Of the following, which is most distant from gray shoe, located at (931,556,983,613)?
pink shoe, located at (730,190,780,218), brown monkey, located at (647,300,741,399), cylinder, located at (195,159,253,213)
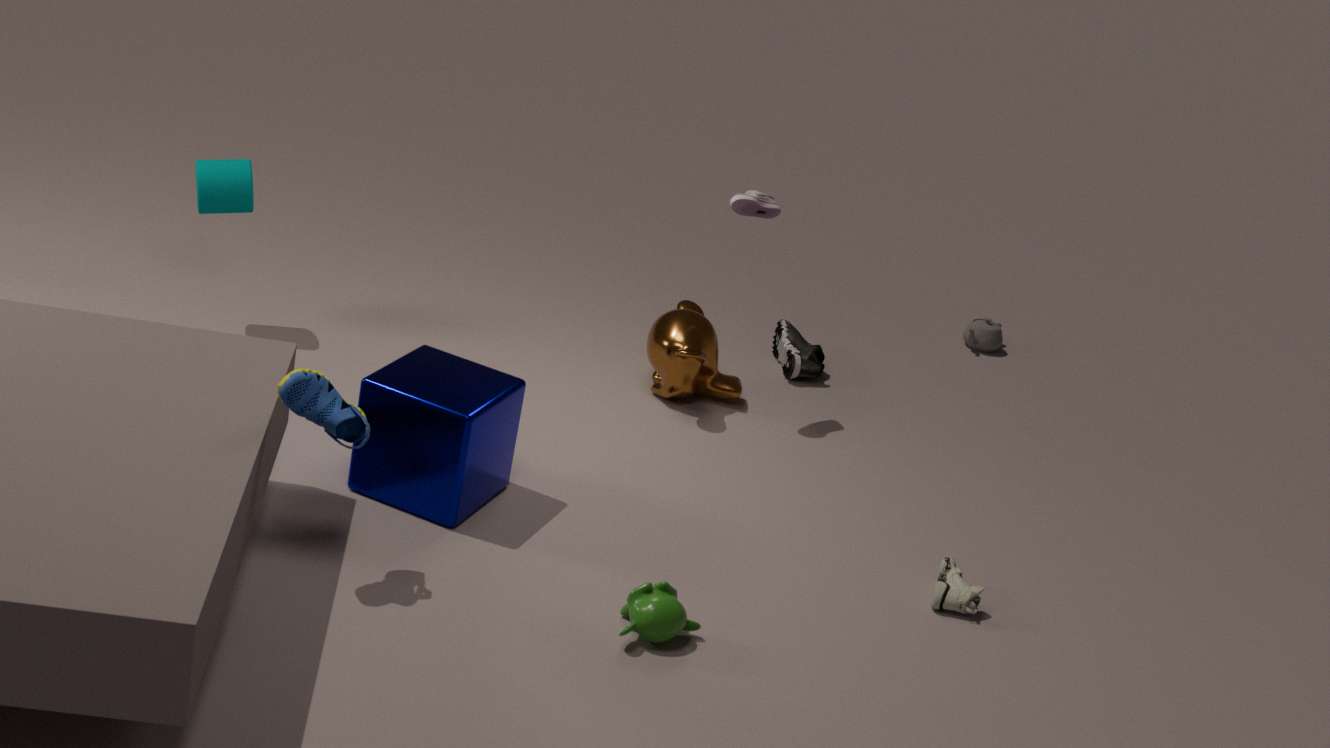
cylinder, located at (195,159,253,213)
